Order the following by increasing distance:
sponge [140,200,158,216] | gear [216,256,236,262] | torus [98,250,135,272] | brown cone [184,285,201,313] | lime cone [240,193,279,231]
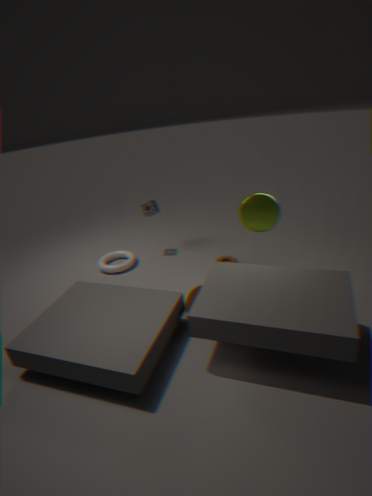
brown cone [184,285,201,313], lime cone [240,193,279,231], gear [216,256,236,262], torus [98,250,135,272], sponge [140,200,158,216]
